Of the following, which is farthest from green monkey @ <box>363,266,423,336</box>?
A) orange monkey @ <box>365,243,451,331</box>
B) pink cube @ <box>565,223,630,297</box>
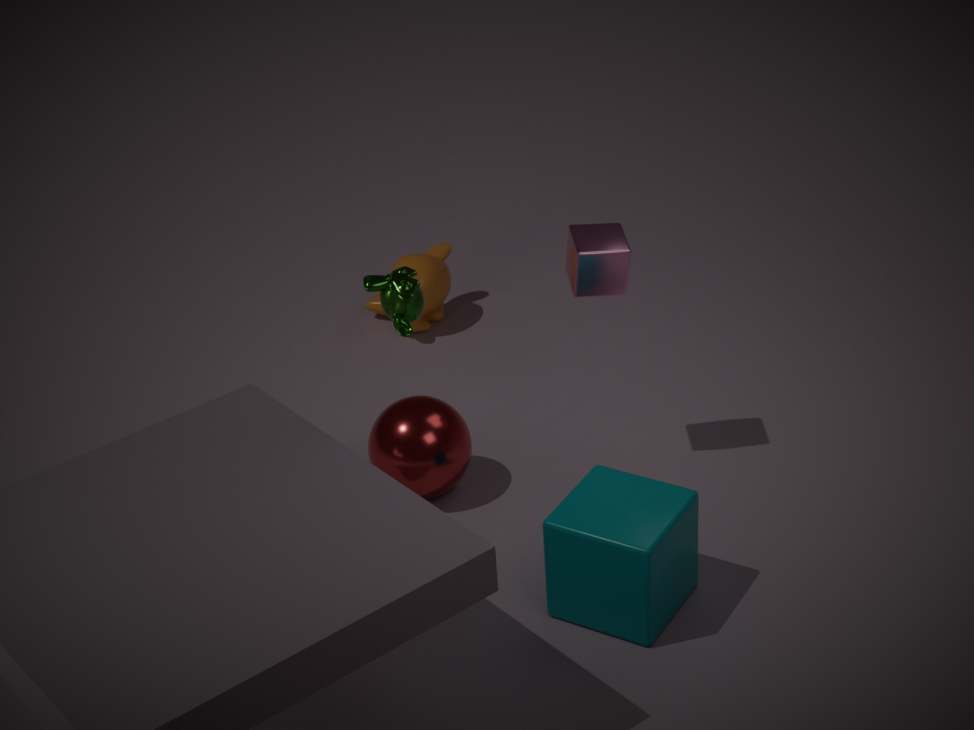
orange monkey @ <box>365,243,451,331</box>
